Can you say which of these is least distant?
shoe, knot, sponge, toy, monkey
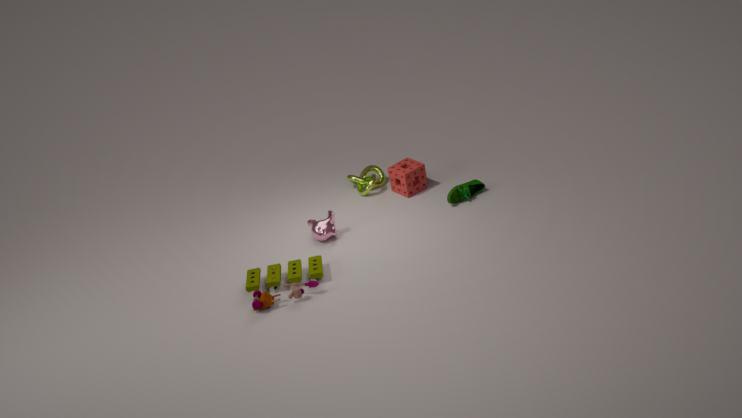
toy
